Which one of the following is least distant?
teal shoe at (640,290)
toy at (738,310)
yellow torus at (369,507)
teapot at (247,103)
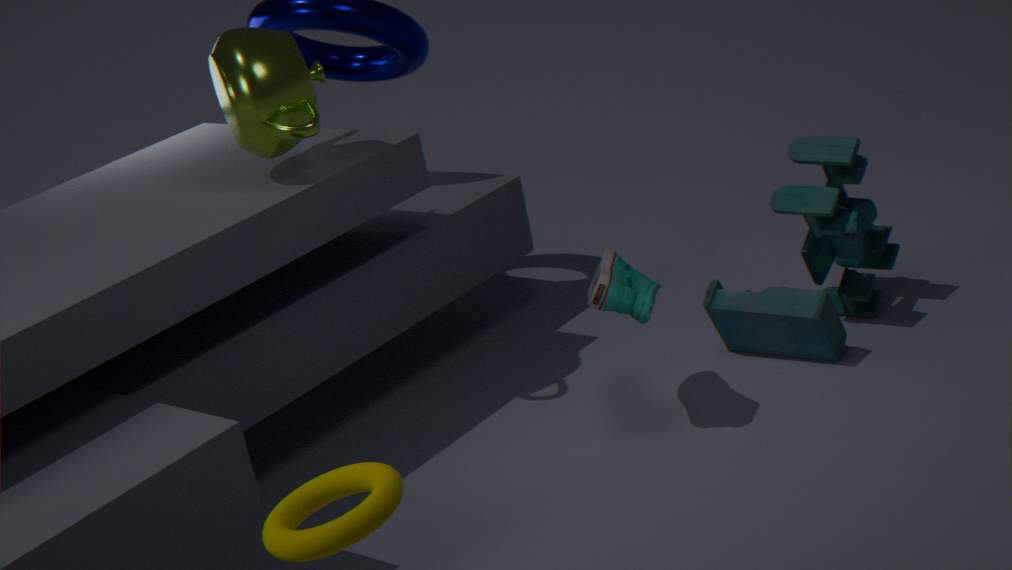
yellow torus at (369,507)
